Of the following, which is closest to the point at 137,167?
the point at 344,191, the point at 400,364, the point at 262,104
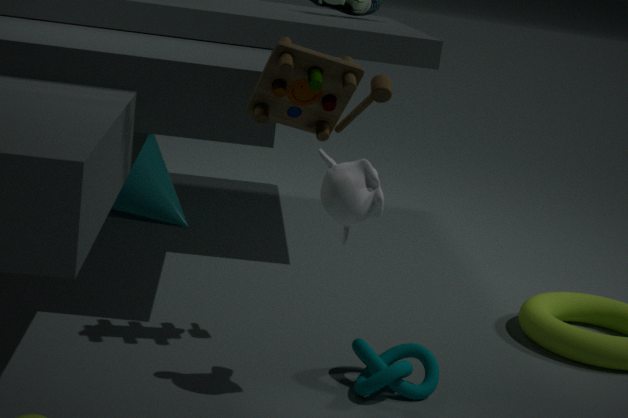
the point at 262,104
